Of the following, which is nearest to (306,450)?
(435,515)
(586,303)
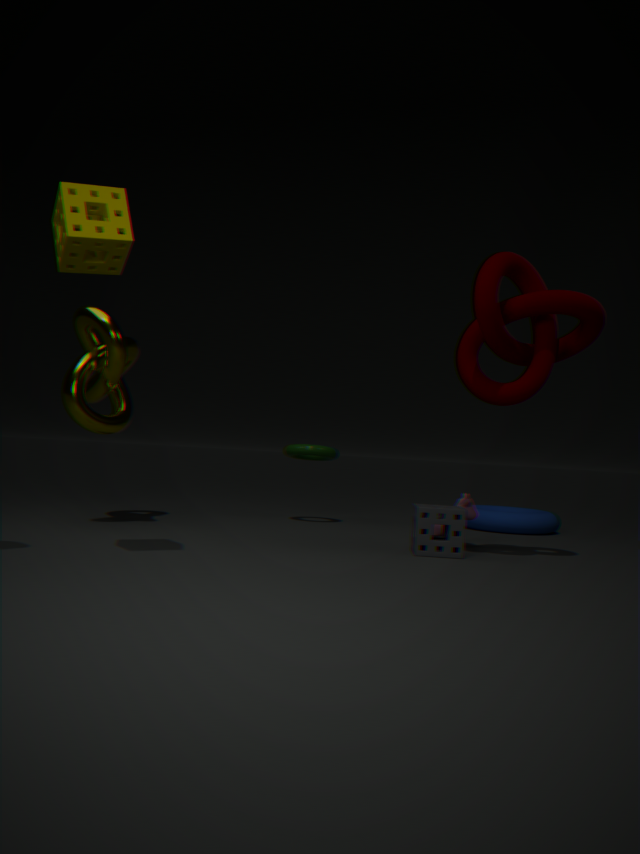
(435,515)
